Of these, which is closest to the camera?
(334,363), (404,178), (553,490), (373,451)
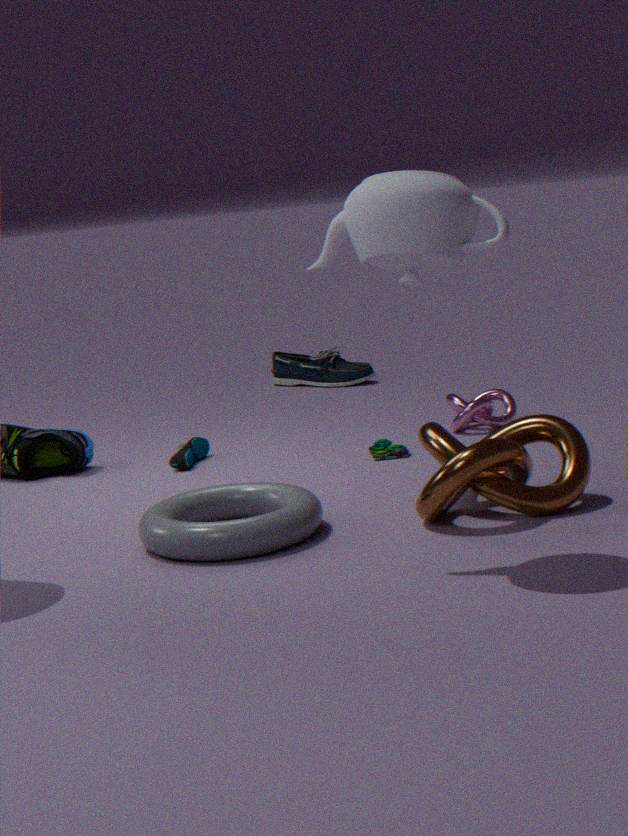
(404,178)
